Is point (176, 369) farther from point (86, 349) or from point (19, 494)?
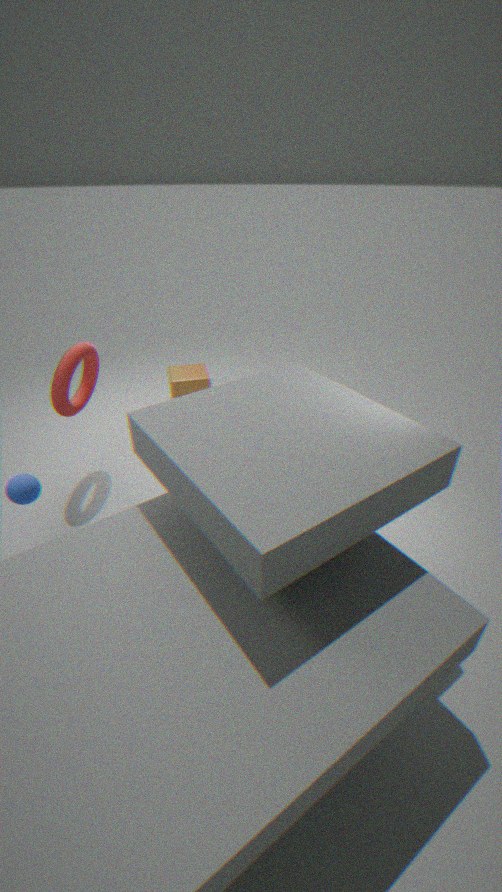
point (19, 494)
